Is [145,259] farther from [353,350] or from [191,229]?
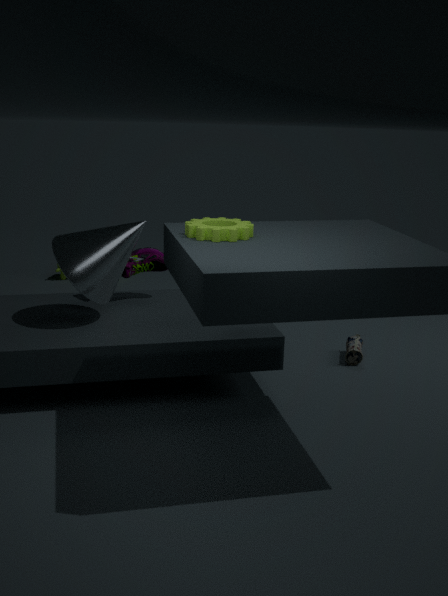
[353,350]
